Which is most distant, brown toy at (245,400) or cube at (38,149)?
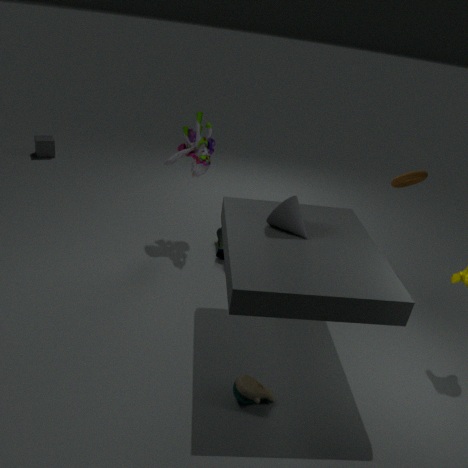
cube at (38,149)
